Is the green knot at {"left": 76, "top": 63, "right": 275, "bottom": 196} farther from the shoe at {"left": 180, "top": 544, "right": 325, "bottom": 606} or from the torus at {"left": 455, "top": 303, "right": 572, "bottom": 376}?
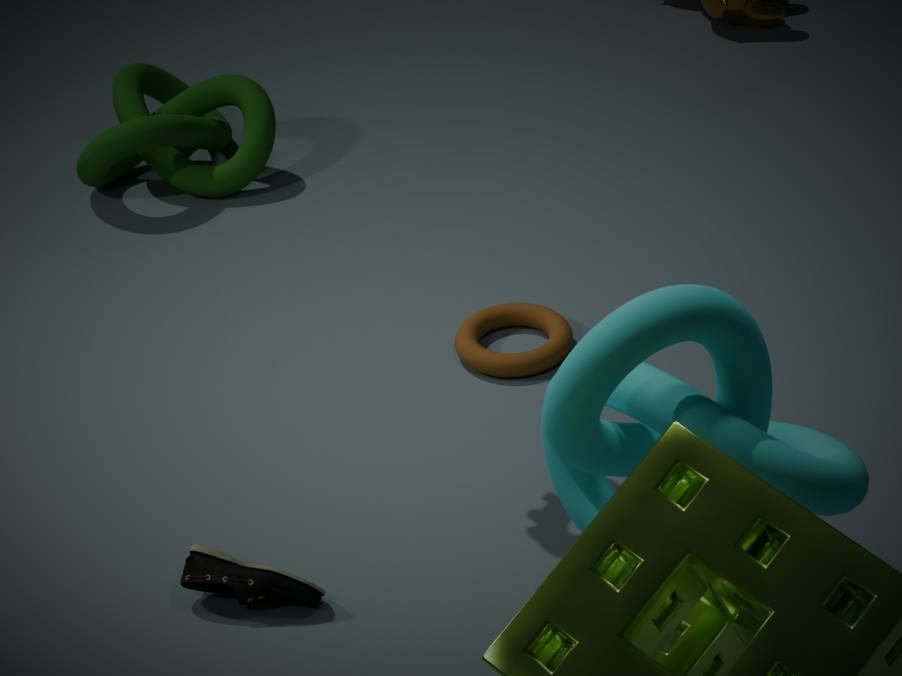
the shoe at {"left": 180, "top": 544, "right": 325, "bottom": 606}
